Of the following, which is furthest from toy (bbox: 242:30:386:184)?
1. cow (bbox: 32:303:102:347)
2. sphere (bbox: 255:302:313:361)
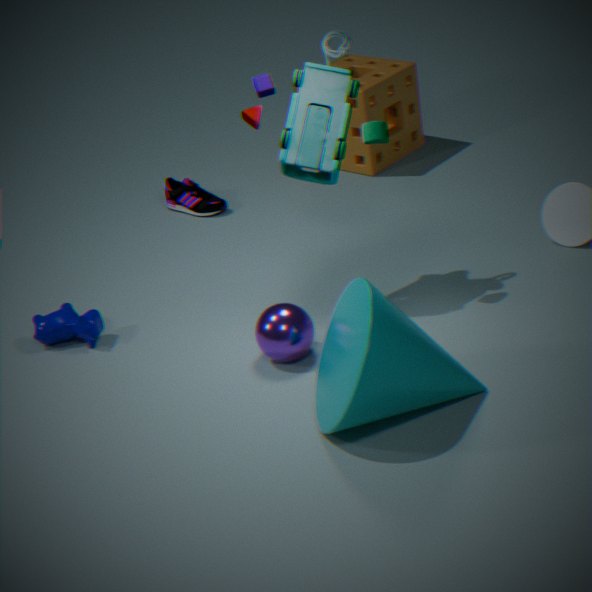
cow (bbox: 32:303:102:347)
